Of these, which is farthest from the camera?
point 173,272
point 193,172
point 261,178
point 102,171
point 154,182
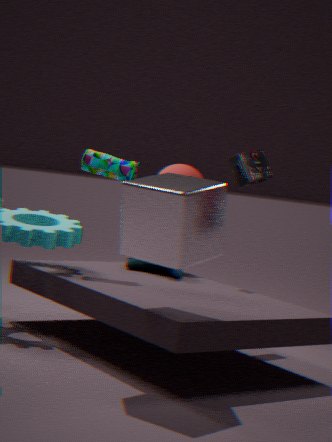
point 193,172
